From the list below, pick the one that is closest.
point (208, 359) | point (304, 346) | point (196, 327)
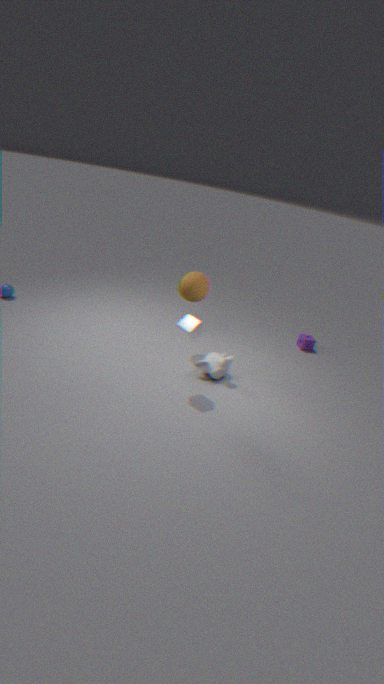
point (196, 327)
